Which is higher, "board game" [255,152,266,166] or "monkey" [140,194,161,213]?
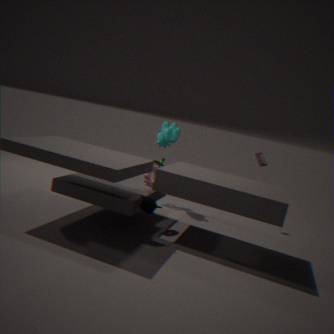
"board game" [255,152,266,166]
